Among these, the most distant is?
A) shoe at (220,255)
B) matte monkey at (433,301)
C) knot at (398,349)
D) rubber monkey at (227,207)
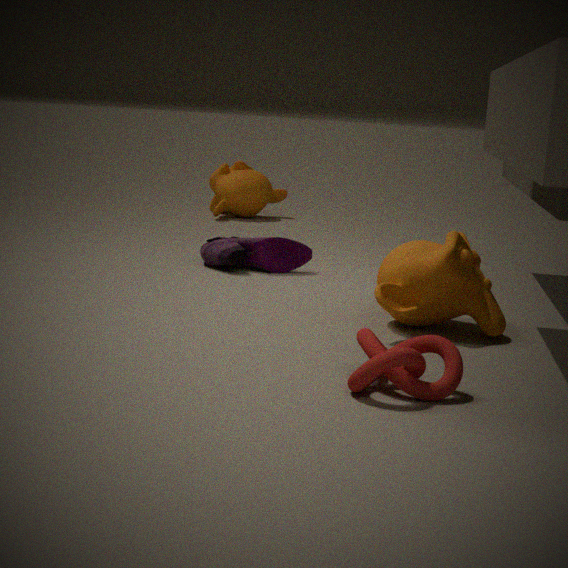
rubber monkey at (227,207)
